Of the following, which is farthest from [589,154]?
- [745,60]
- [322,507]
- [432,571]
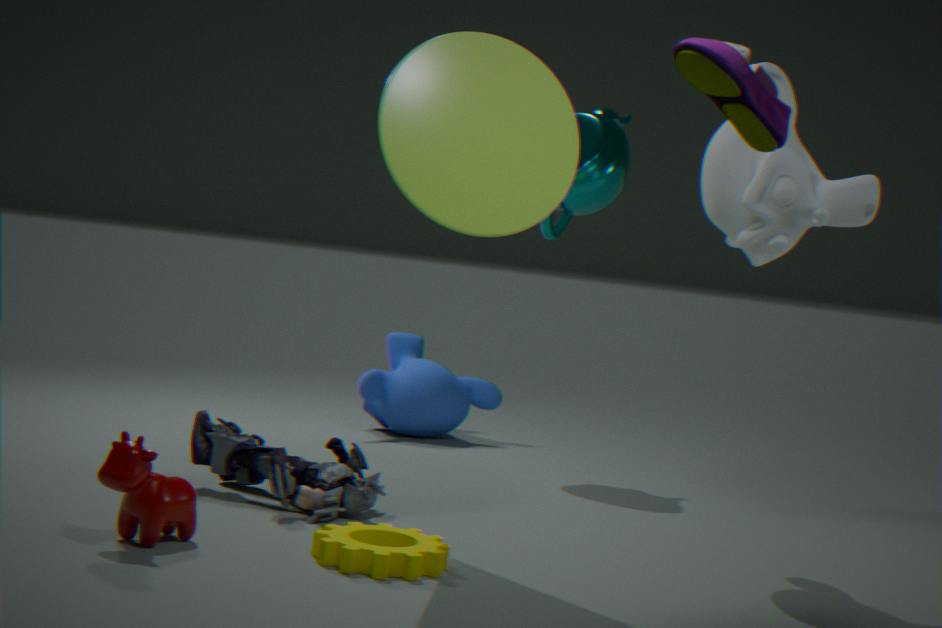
[745,60]
